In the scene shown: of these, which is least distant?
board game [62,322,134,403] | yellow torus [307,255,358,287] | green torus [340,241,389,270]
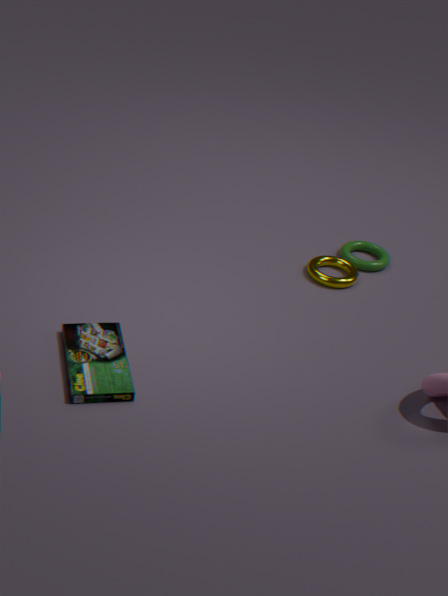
board game [62,322,134,403]
